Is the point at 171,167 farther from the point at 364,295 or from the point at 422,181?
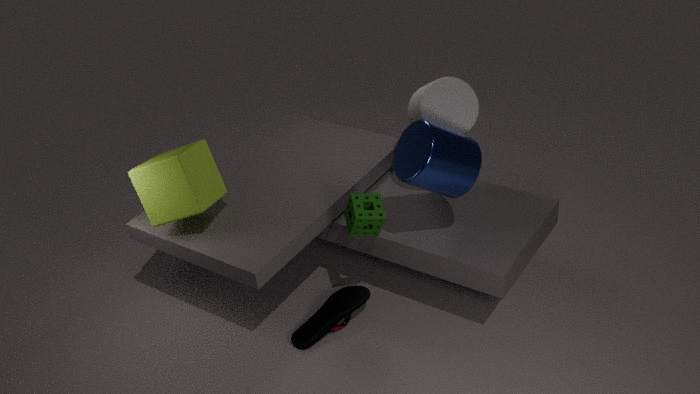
the point at 422,181
